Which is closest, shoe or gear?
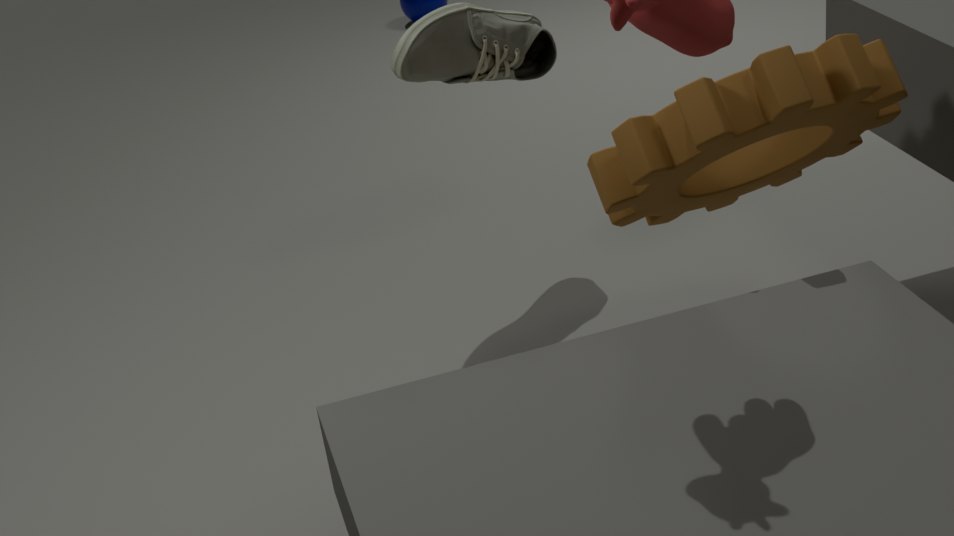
gear
